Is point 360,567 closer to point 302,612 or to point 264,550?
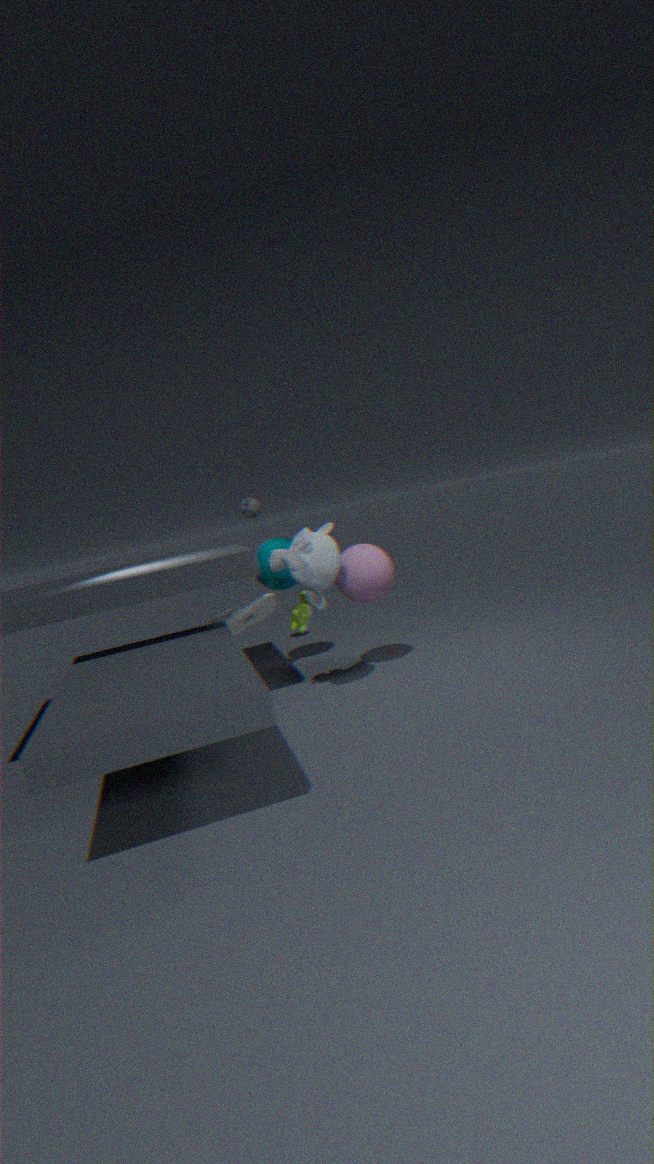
point 302,612
